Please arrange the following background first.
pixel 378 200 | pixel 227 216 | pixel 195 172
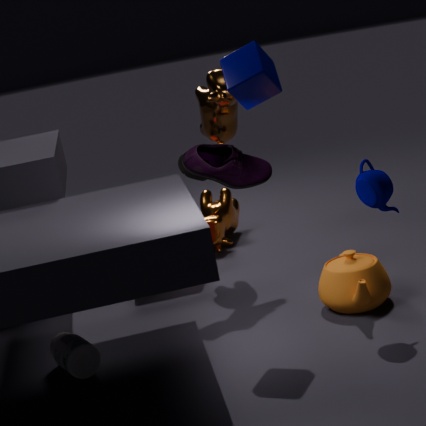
pixel 227 216 → pixel 195 172 → pixel 378 200
